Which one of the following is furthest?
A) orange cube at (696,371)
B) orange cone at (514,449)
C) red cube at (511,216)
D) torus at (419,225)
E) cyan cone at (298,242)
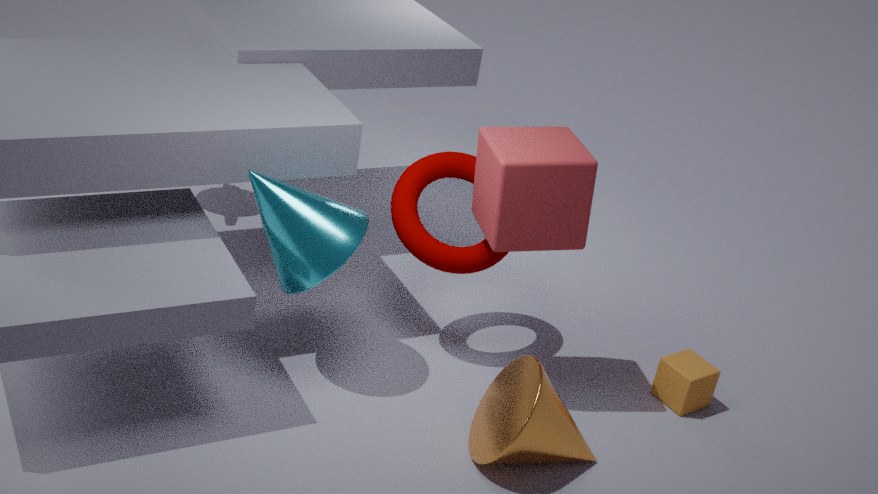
orange cube at (696,371)
